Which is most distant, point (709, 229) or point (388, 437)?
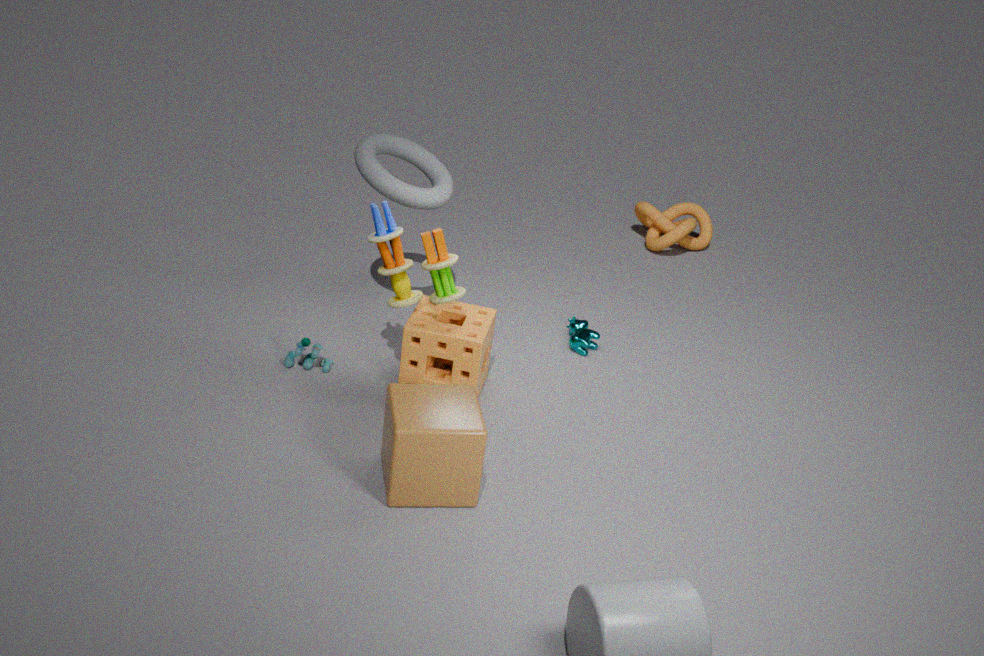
point (709, 229)
